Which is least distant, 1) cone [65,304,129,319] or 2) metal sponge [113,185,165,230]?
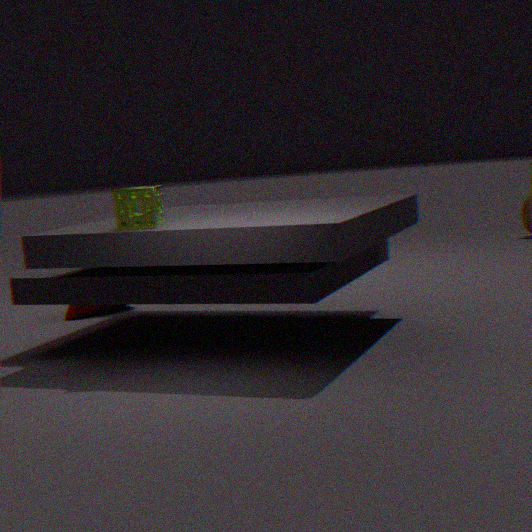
2. metal sponge [113,185,165,230]
